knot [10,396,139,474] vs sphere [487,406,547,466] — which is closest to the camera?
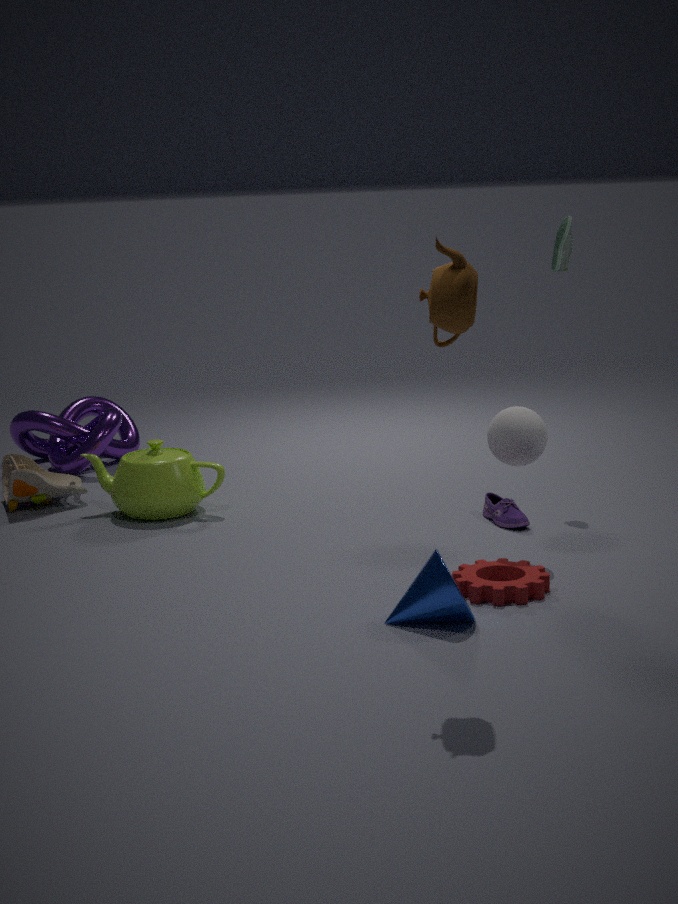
sphere [487,406,547,466]
